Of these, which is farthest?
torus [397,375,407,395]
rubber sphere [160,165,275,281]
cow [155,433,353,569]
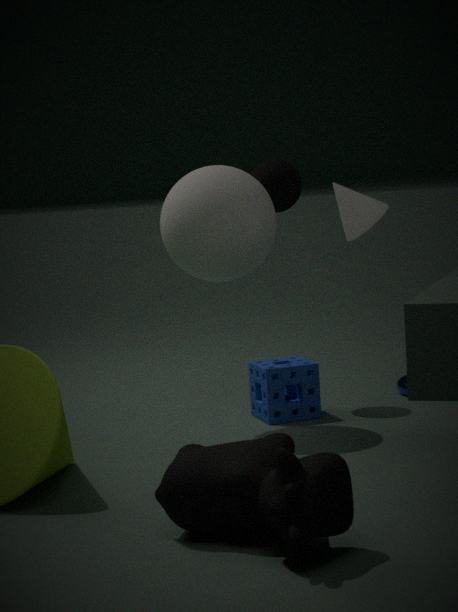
torus [397,375,407,395]
